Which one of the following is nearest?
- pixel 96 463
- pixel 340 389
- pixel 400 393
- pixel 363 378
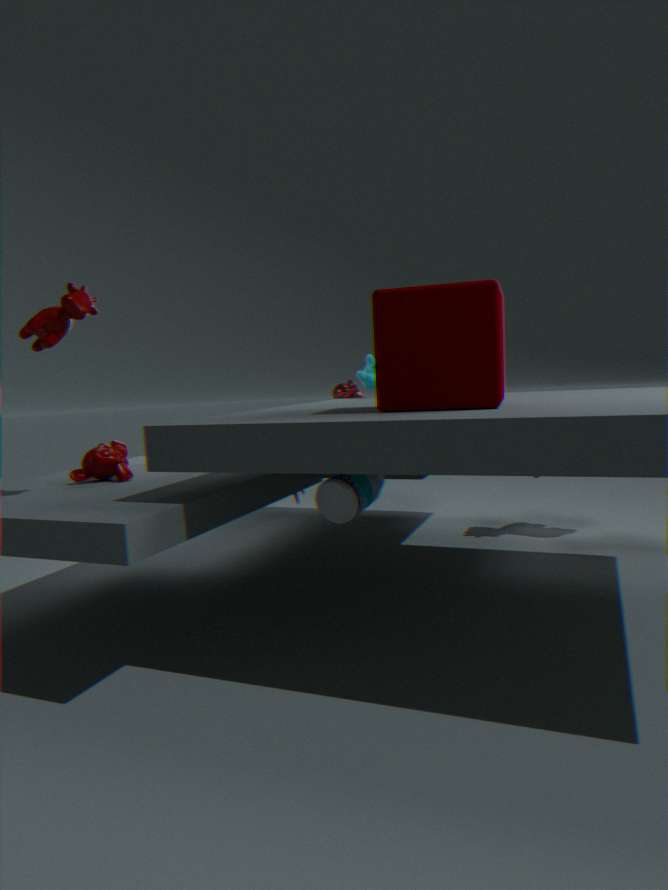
pixel 400 393
